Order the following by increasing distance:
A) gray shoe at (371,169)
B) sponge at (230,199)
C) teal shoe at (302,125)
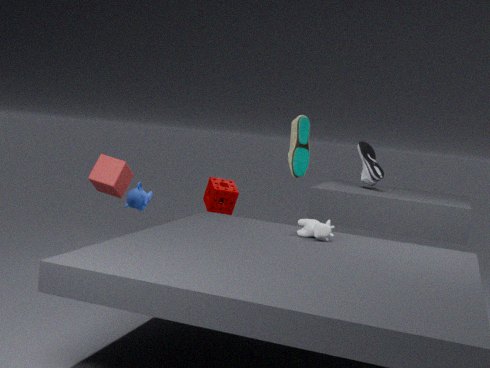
B. sponge at (230,199) < C. teal shoe at (302,125) < A. gray shoe at (371,169)
